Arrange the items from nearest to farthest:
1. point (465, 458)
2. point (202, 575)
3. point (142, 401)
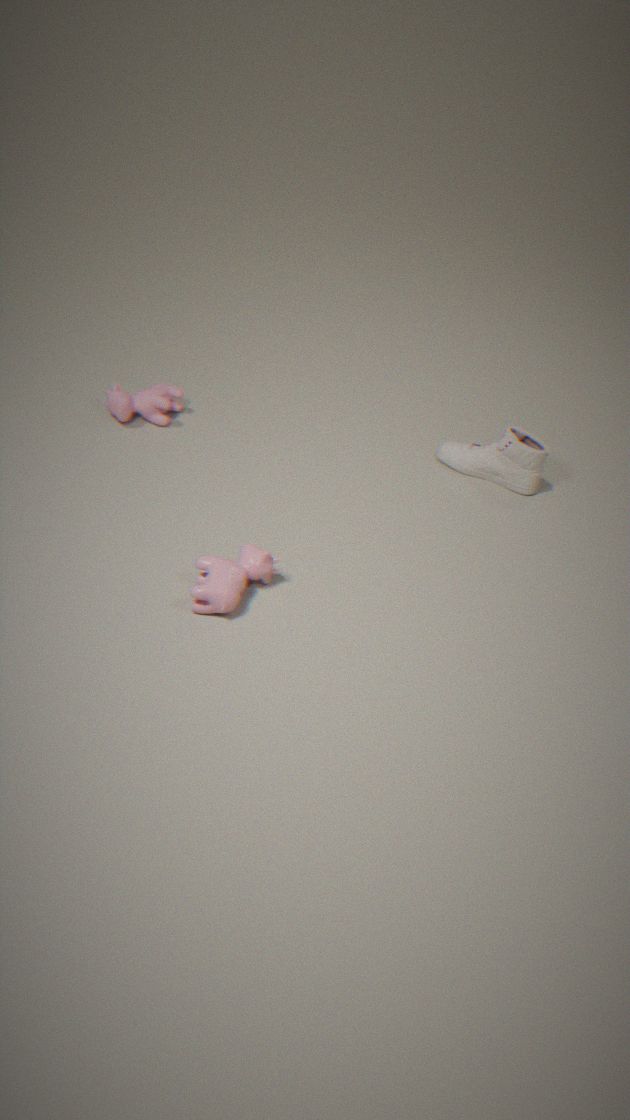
point (202, 575), point (142, 401), point (465, 458)
